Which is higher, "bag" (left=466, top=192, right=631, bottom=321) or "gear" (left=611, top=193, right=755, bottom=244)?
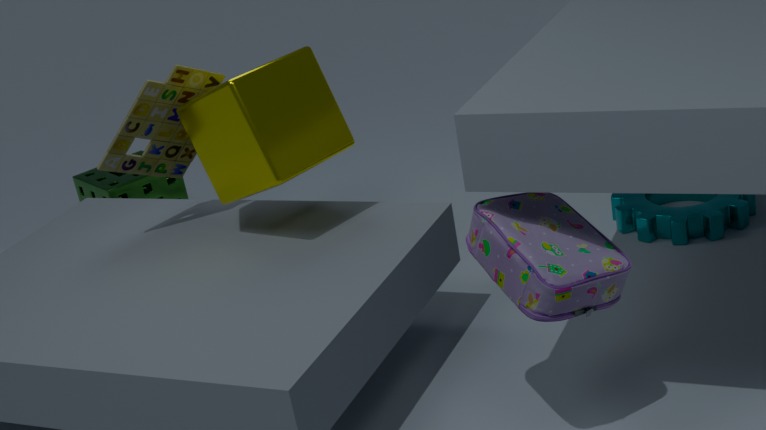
"bag" (left=466, top=192, right=631, bottom=321)
